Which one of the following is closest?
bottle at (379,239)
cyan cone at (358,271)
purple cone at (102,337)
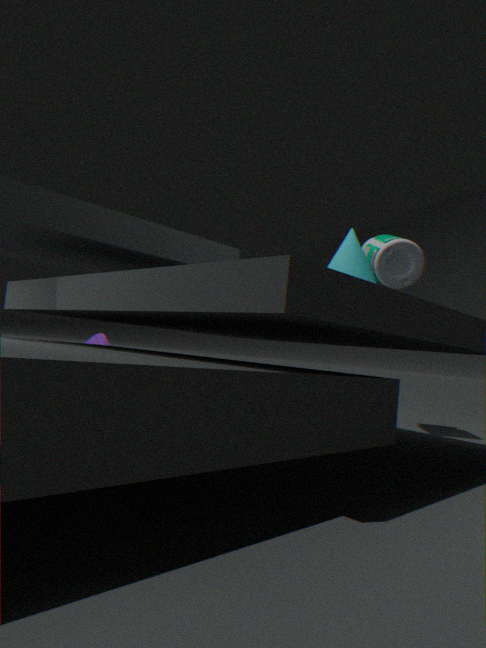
cyan cone at (358,271)
